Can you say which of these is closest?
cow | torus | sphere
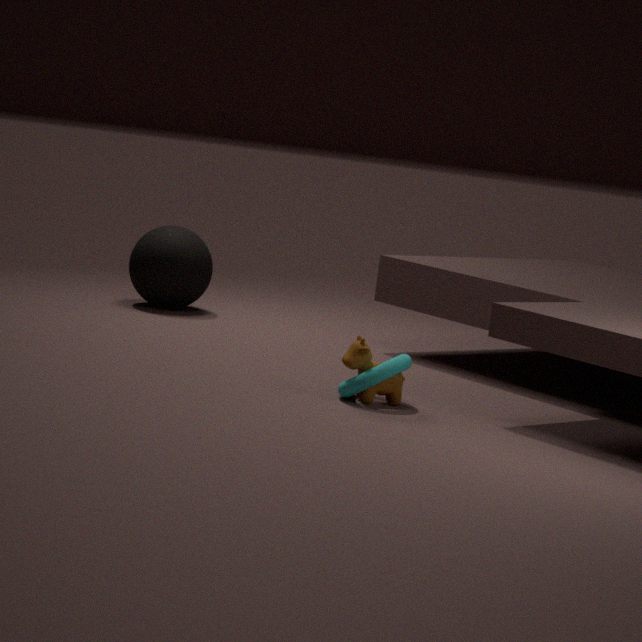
torus
